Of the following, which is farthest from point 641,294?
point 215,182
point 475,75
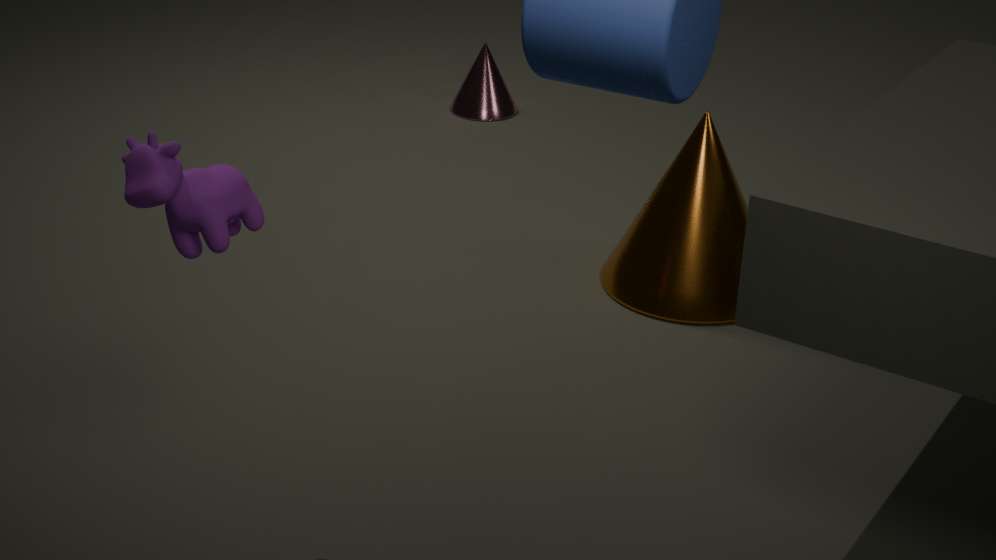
point 215,182
